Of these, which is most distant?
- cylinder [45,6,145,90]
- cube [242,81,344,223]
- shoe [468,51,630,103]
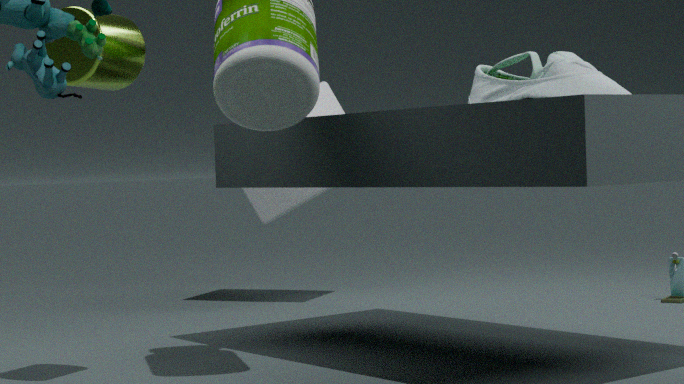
cube [242,81,344,223]
